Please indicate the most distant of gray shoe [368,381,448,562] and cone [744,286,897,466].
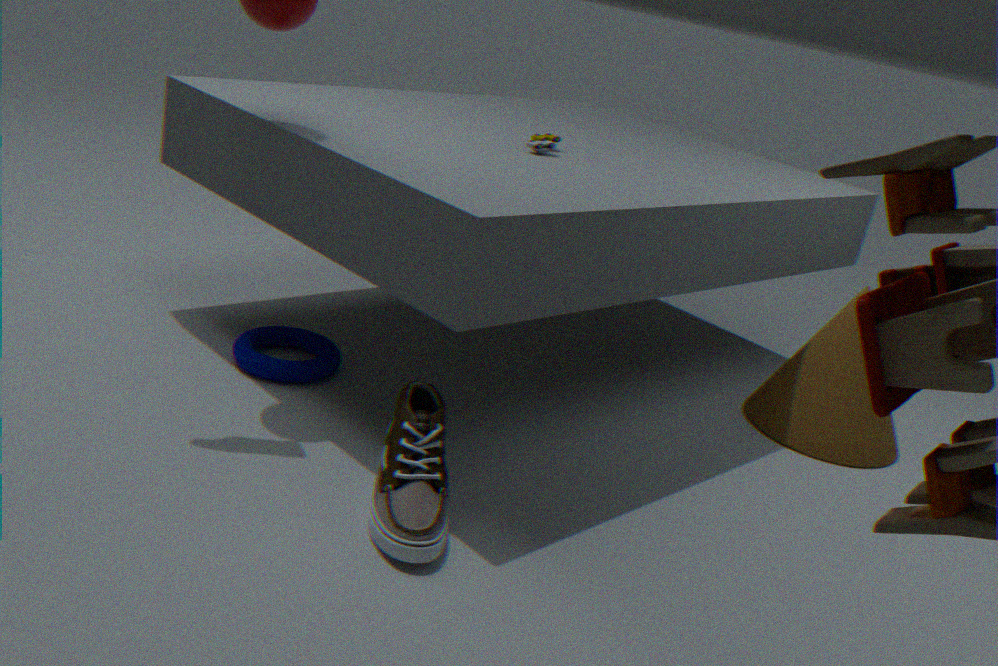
cone [744,286,897,466]
